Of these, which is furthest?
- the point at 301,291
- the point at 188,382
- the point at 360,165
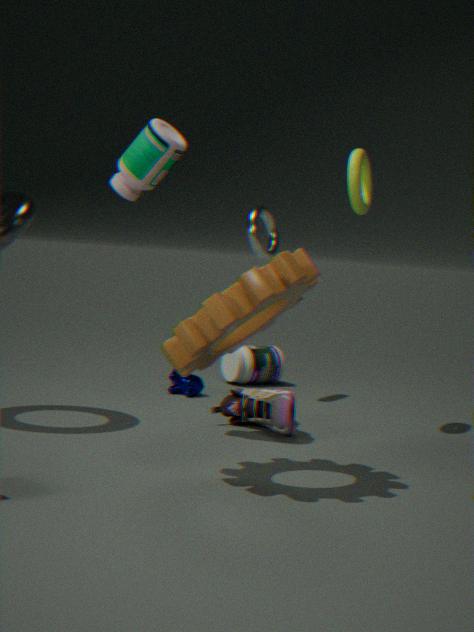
the point at 188,382
